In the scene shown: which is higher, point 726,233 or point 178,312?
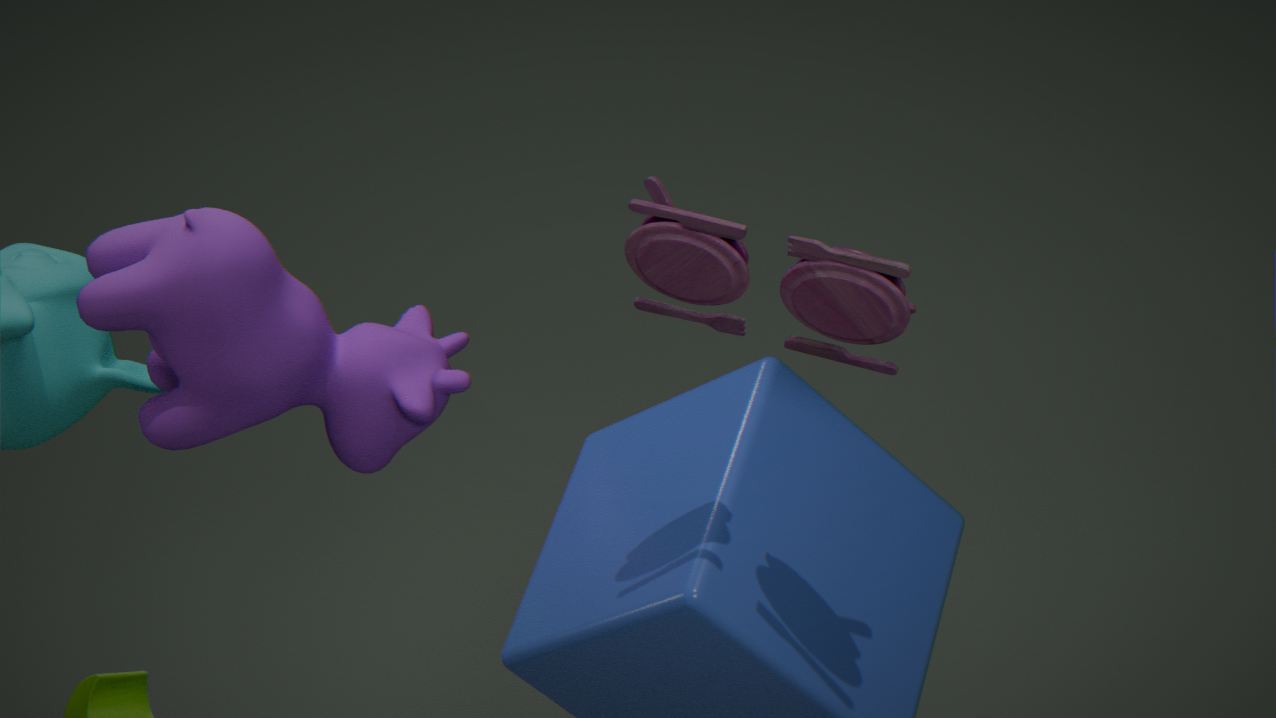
point 726,233
